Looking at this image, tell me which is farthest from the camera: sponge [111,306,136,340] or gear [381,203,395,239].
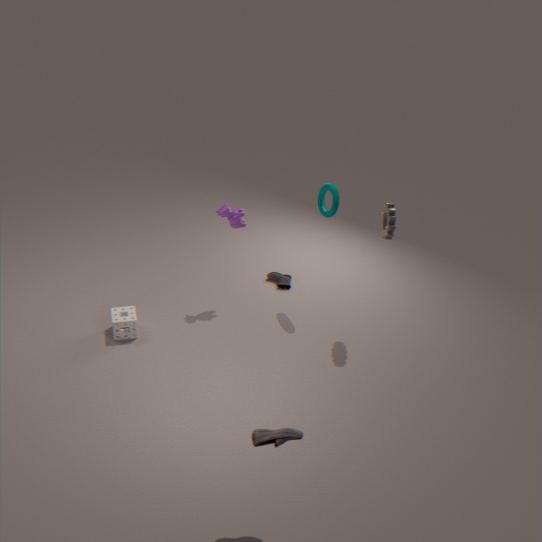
sponge [111,306,136,340]
